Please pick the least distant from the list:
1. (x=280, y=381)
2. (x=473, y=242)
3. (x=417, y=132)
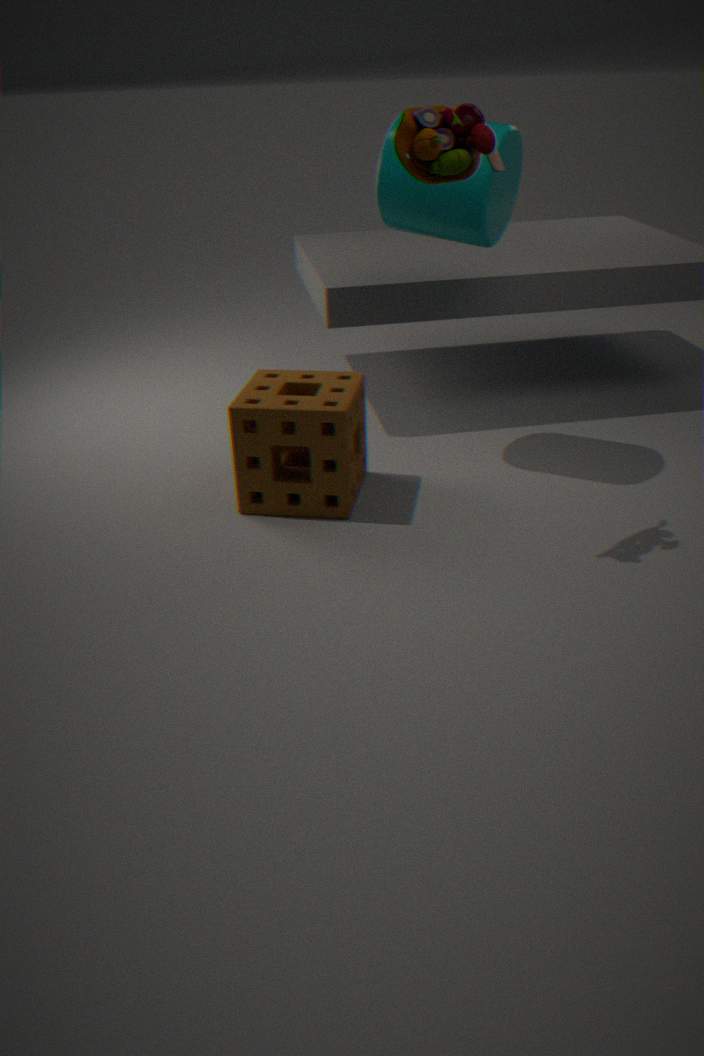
(x=417, y=132)
